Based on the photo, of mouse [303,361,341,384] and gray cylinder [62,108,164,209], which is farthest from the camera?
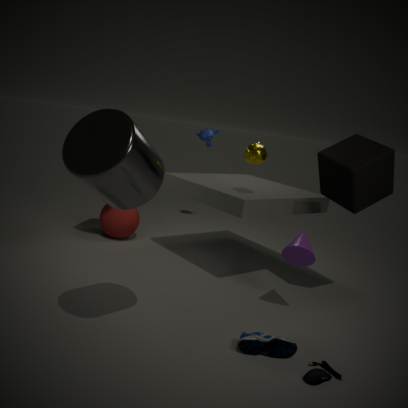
mouse [303,361,341,384]
